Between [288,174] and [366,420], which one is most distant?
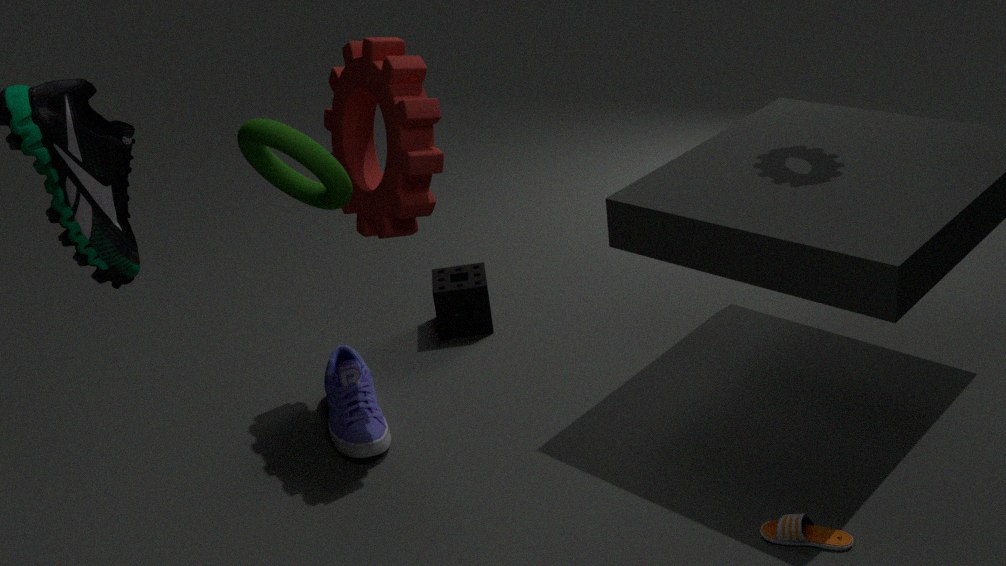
[366,420]
